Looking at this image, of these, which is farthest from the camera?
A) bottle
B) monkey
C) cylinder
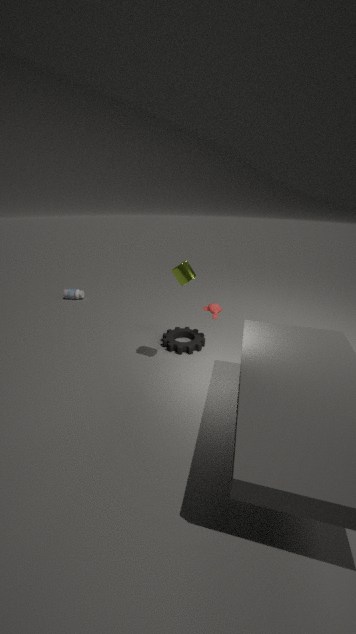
bottle
